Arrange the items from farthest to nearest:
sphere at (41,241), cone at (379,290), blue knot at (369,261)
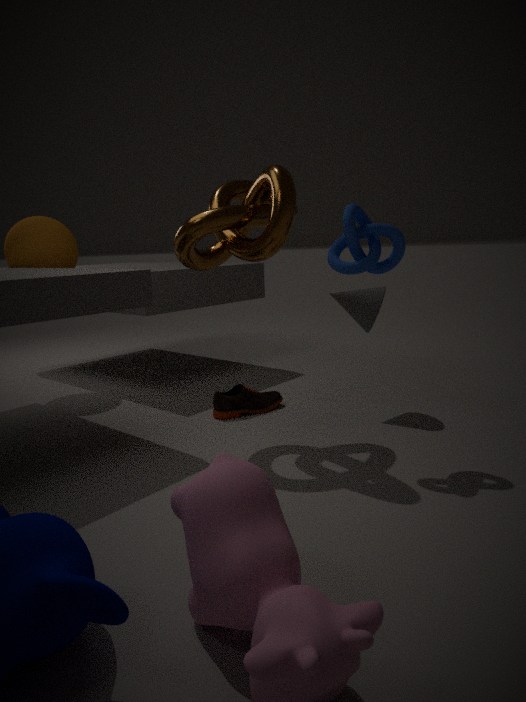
1. sphere at (41,241)
2. cone at (379,290)
3. blue knot at (369,261)
